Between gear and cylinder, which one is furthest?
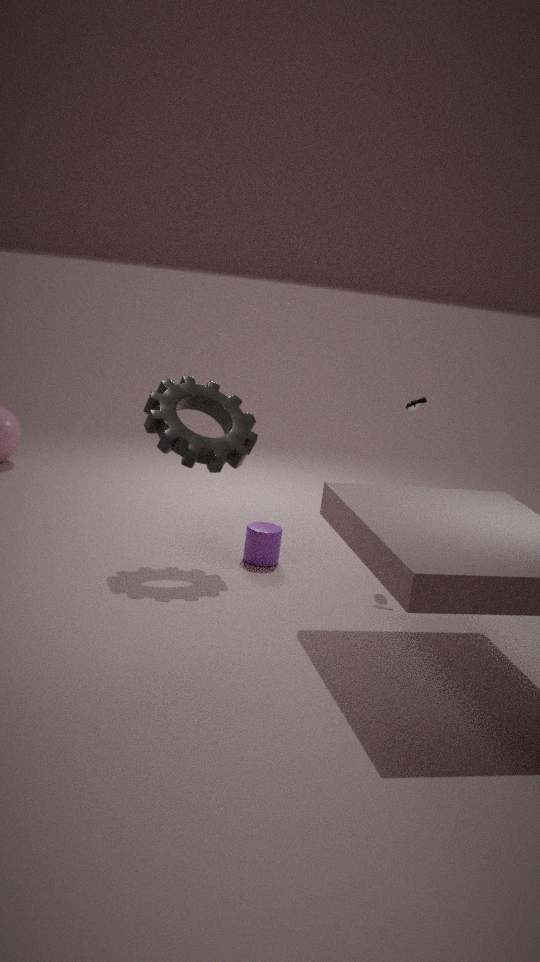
cylinder
